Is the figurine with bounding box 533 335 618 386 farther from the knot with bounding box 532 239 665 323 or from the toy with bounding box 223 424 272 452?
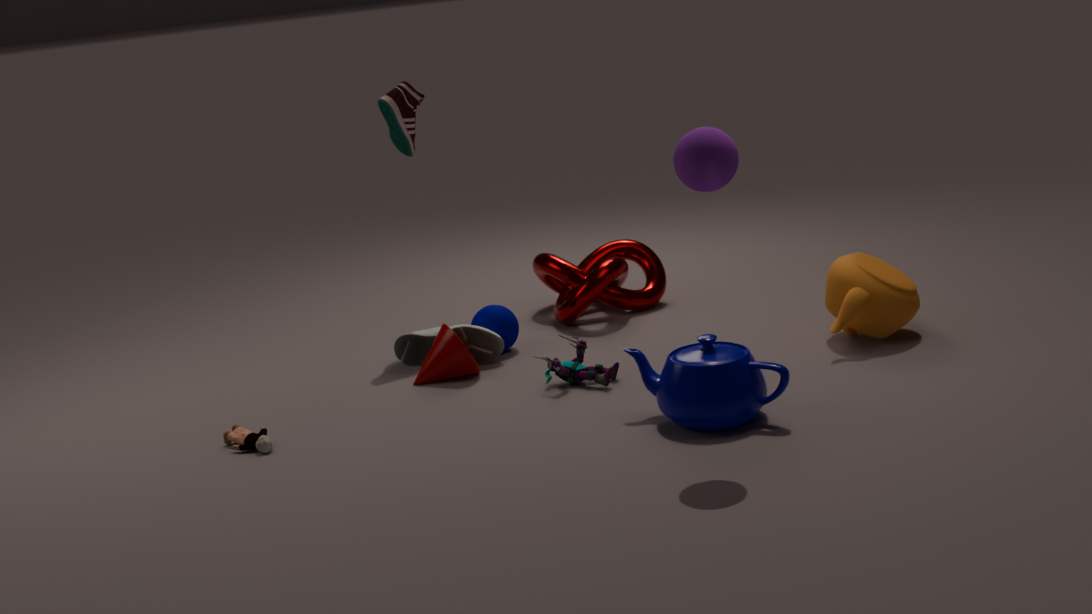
the toy with bounding box 223 424 272 452
